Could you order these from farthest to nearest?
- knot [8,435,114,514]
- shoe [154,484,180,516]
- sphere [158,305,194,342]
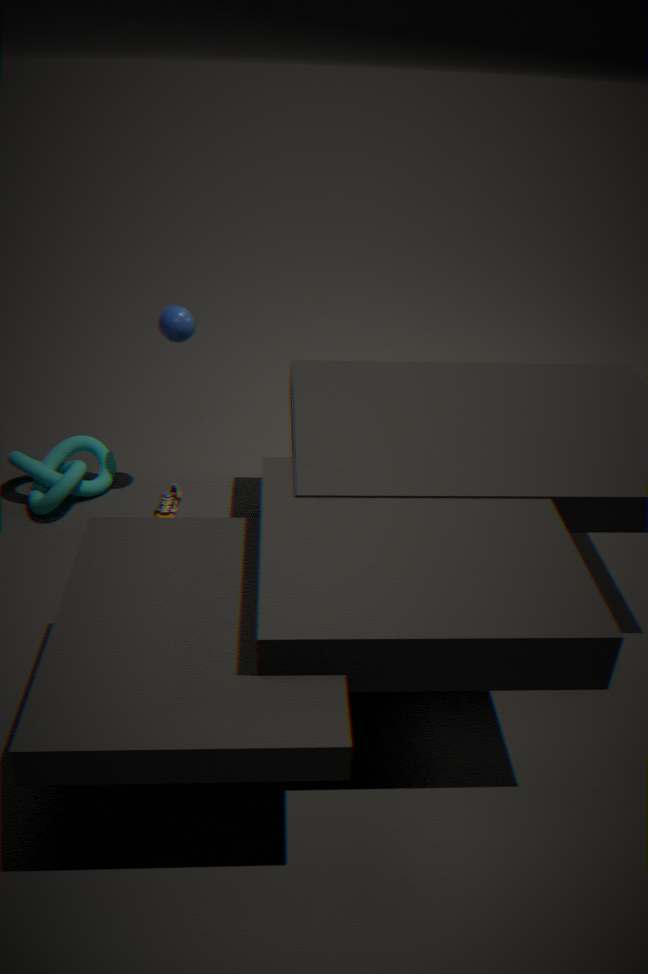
shoe [154,484,180,516] → knot [8,435,114,514] → sphere [158,305,194,342]
